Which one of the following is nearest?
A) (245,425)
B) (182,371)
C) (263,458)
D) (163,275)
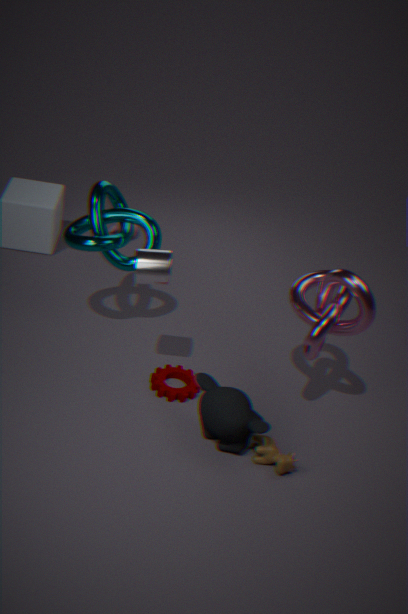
(245,425)
